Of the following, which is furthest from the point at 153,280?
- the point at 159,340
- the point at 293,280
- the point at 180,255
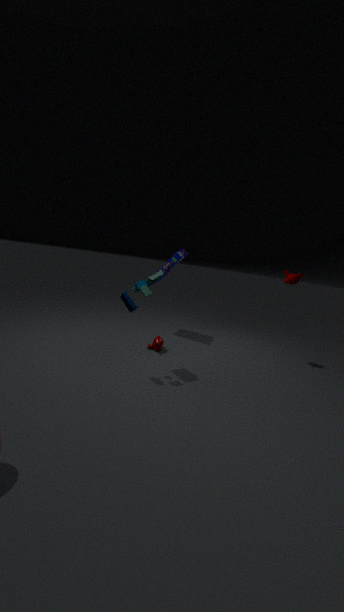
the point at 293,280
